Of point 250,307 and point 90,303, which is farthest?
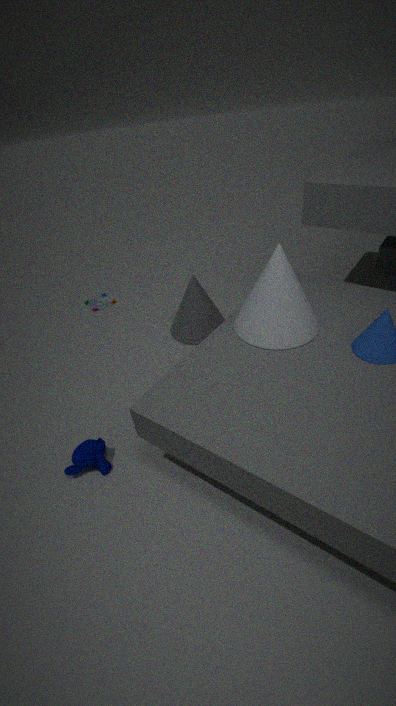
point 90,303
